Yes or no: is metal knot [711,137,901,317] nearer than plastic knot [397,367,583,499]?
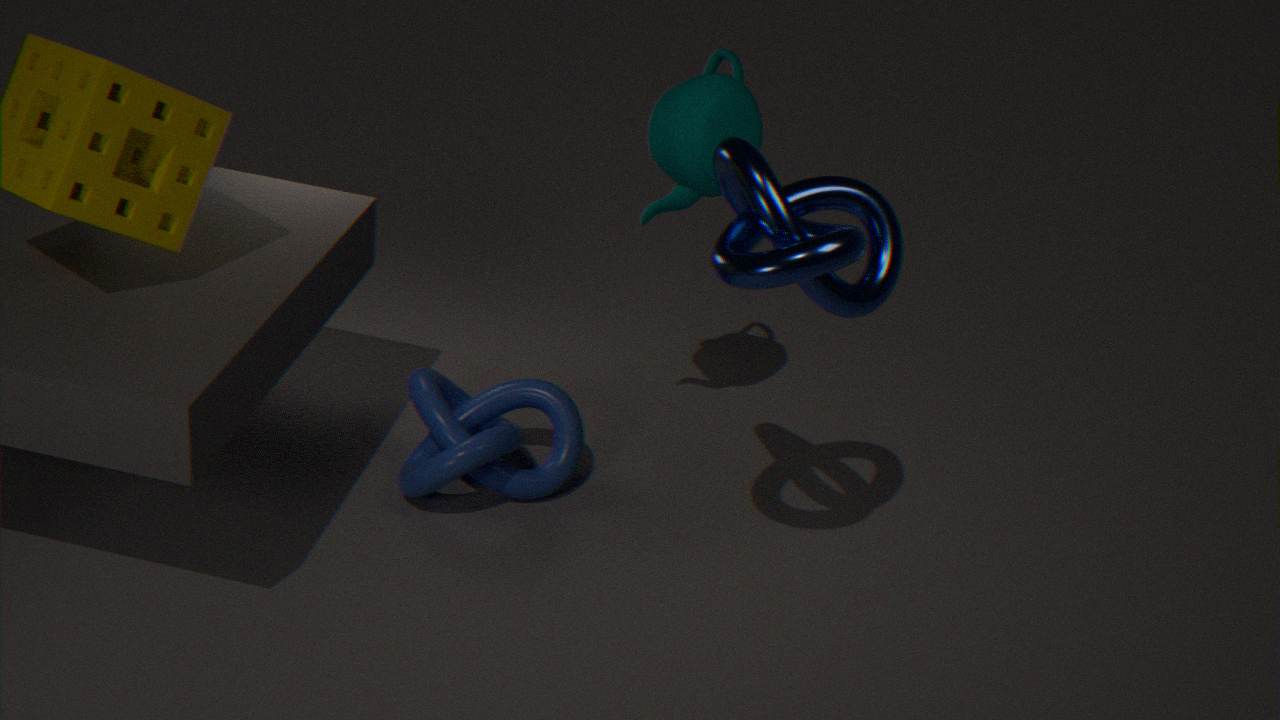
Yes
